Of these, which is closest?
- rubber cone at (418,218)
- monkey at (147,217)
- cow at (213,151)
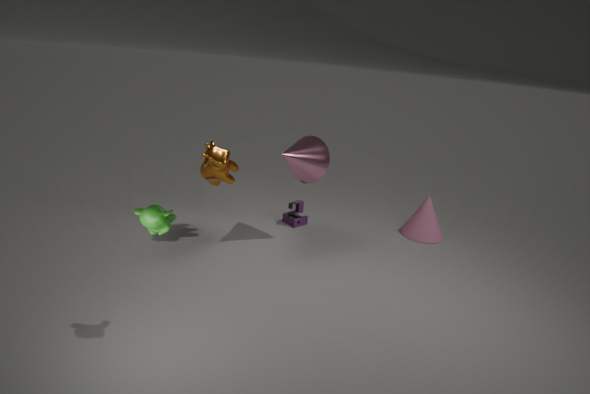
monkey at (147,217)
